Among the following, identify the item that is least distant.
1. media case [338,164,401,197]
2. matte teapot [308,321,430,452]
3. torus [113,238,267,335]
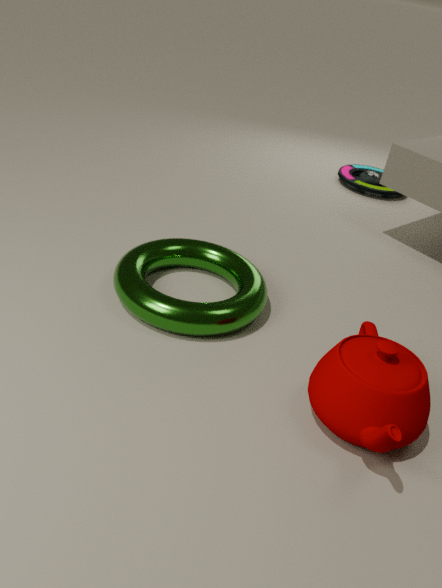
matte teapot [308,321,430,452]
